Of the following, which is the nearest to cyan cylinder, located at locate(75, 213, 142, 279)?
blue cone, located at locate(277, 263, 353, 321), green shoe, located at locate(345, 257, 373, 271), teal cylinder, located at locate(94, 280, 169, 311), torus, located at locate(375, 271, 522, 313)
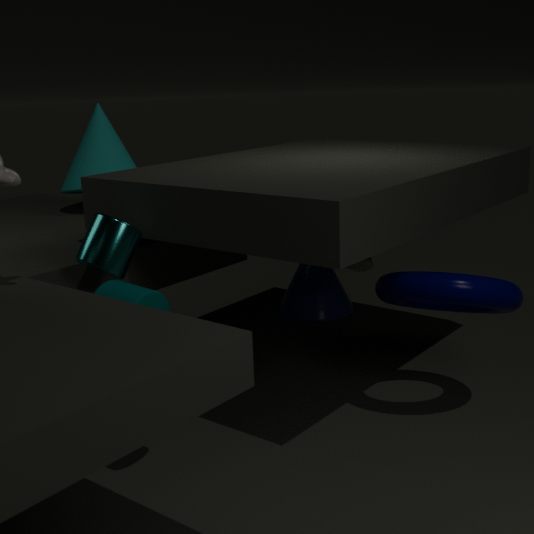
teal cylinder, located at locate(94, 280, 169, 311)
